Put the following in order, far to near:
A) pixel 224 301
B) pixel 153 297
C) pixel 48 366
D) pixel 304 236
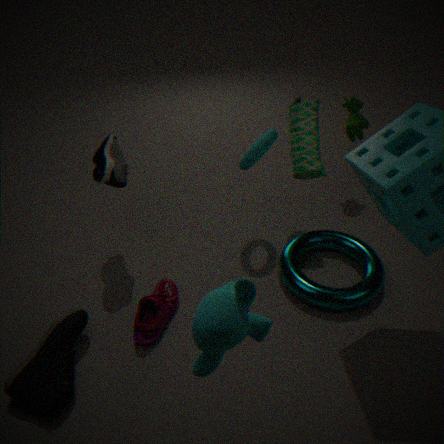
pixel 304 236, pixel 153 297, pixel 48 366, pixel 224 301
